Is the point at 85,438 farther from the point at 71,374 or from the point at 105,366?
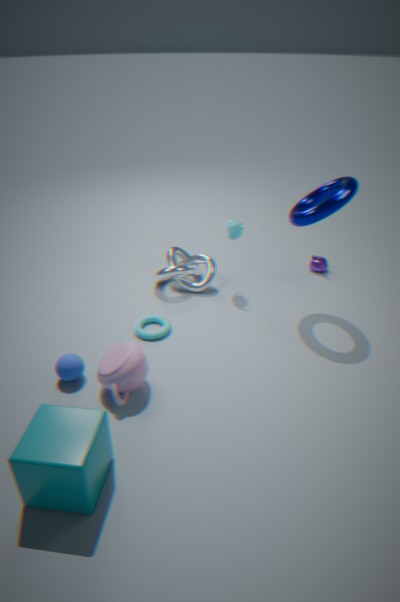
the point at 71,374
